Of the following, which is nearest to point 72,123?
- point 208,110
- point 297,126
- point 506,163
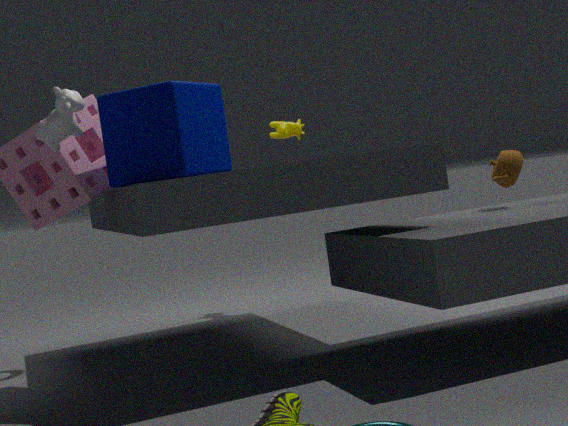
point 208,110
